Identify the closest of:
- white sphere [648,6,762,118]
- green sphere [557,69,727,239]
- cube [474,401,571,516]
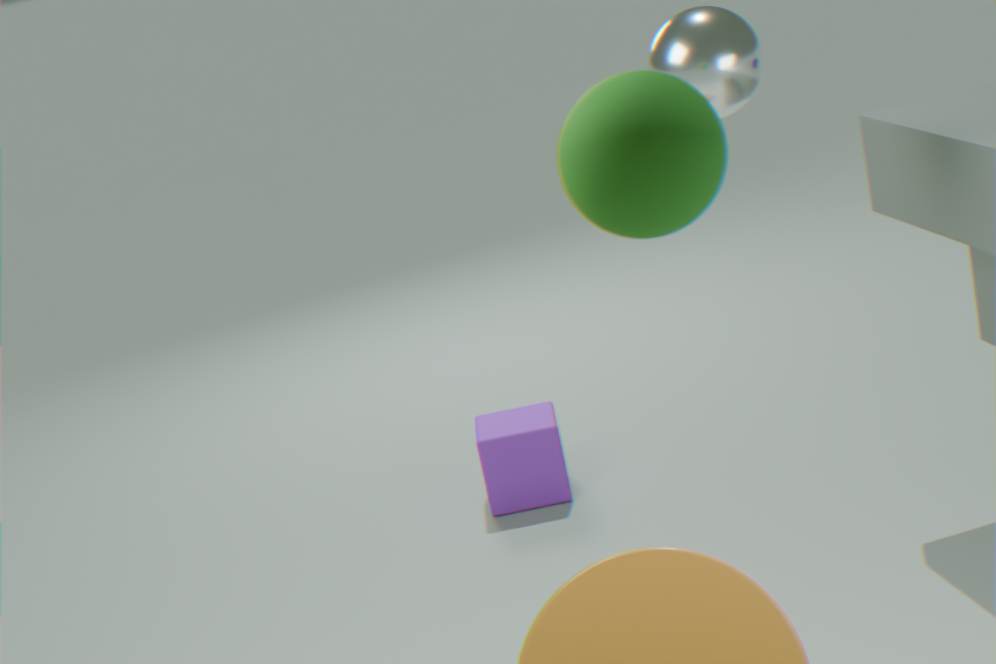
green sphere [557,69,727,239]
